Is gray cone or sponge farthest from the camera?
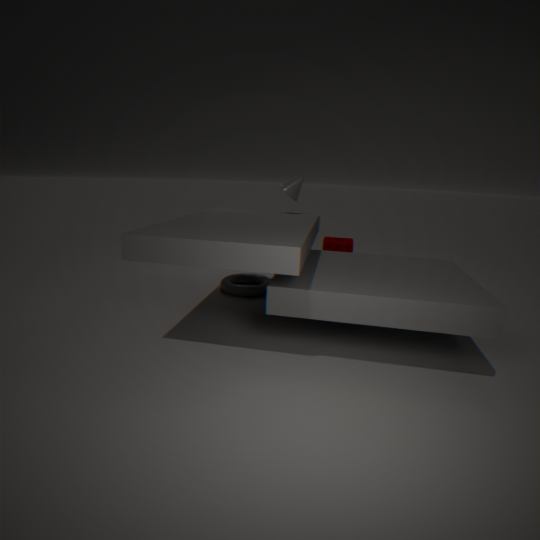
sponge
